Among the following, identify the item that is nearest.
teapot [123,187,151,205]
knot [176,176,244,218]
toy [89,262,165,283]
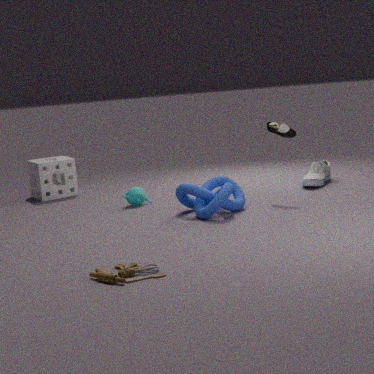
toy [89,262,165,283]
